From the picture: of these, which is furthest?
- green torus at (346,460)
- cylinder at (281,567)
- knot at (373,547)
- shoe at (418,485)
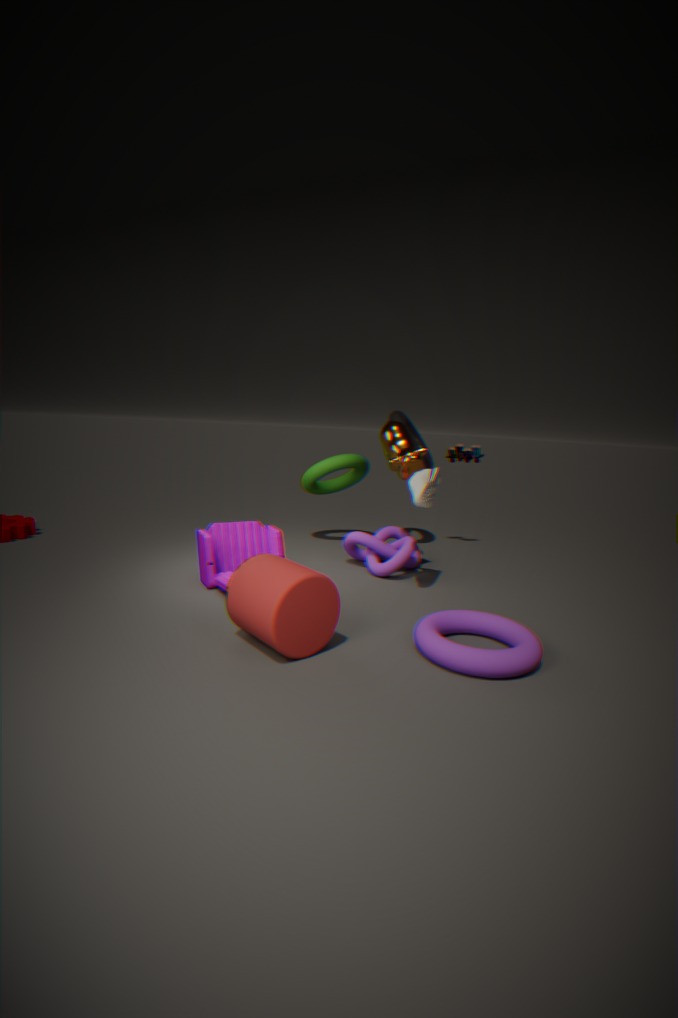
green torus at (346,460)
